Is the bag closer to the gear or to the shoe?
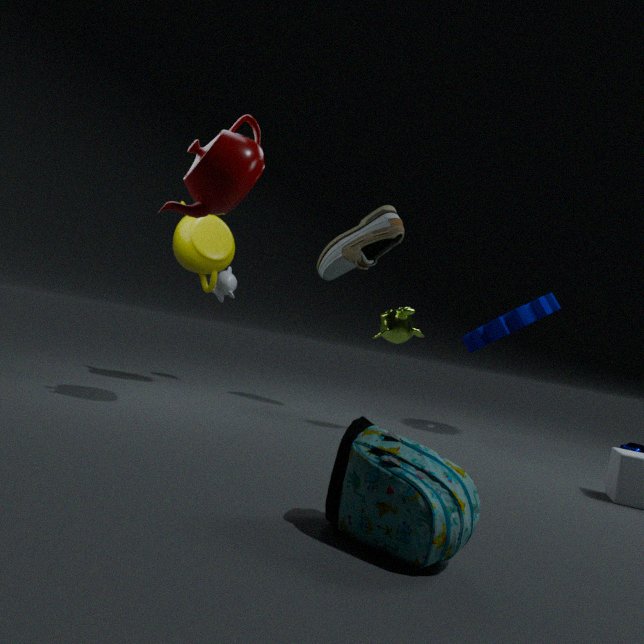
the shoe
